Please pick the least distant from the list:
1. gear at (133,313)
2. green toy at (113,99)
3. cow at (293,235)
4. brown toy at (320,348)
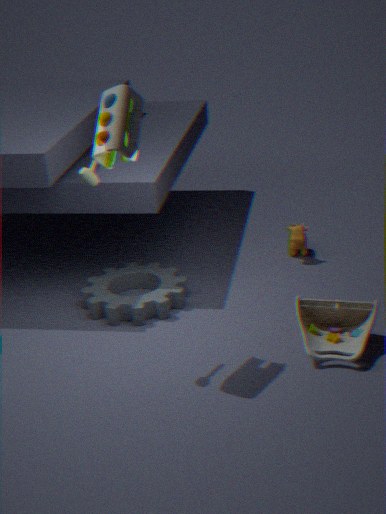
green toy at (113,99)
